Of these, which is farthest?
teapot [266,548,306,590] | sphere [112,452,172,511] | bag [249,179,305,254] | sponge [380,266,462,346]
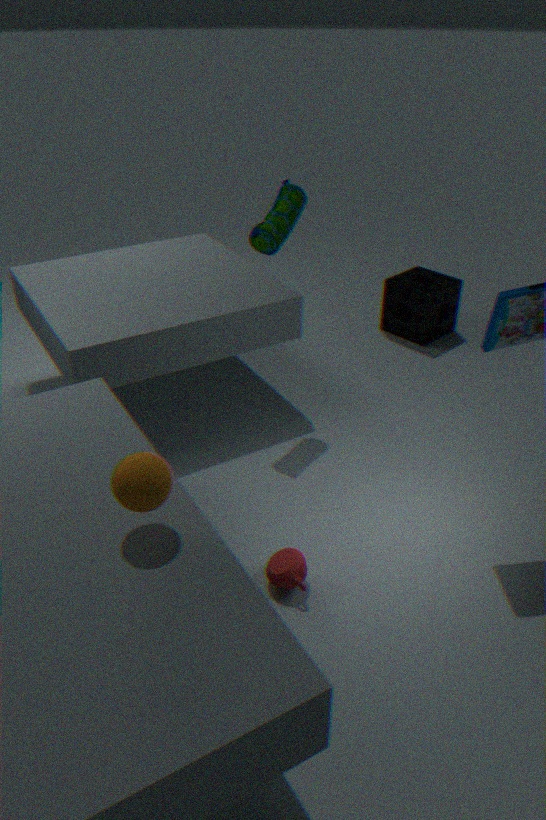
sponge [380,266,462,346]
